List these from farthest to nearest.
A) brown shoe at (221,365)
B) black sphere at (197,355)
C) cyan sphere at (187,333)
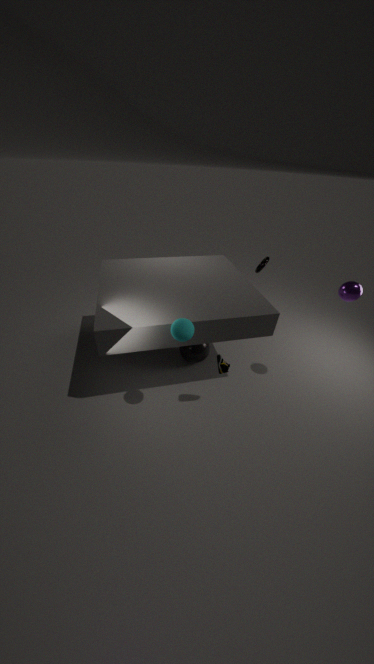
1. black sphere at (197,355)
2. brown shoe at (221,365)
3. cyan sphere at (187,333)
